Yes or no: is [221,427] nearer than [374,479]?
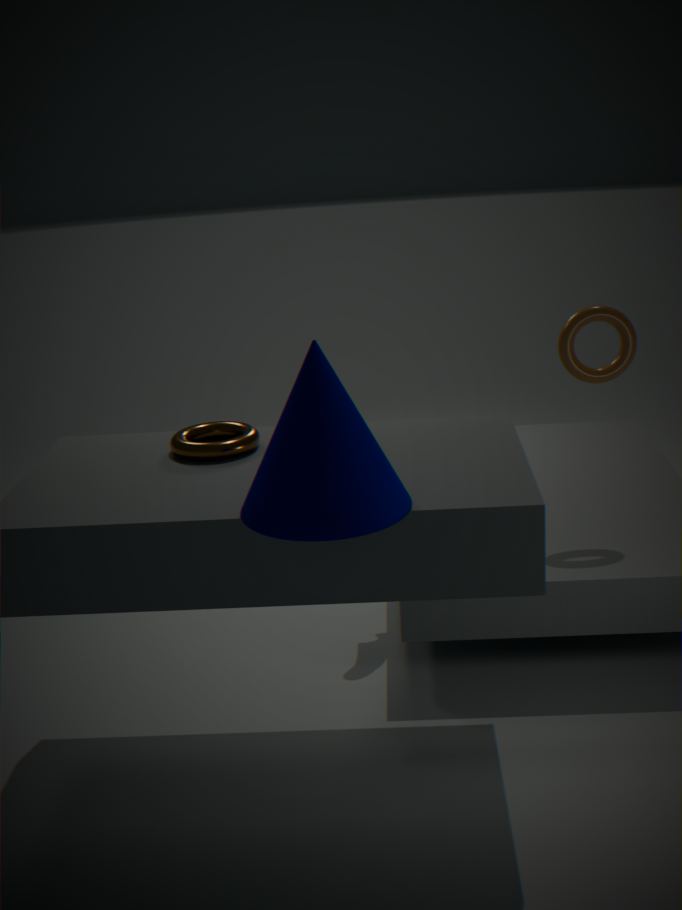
No
